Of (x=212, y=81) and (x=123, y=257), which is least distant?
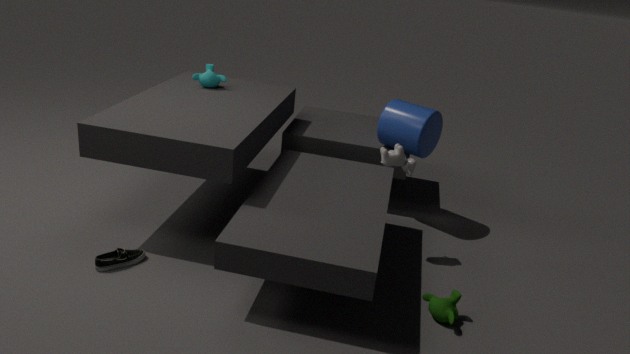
(x=123, y=257)
